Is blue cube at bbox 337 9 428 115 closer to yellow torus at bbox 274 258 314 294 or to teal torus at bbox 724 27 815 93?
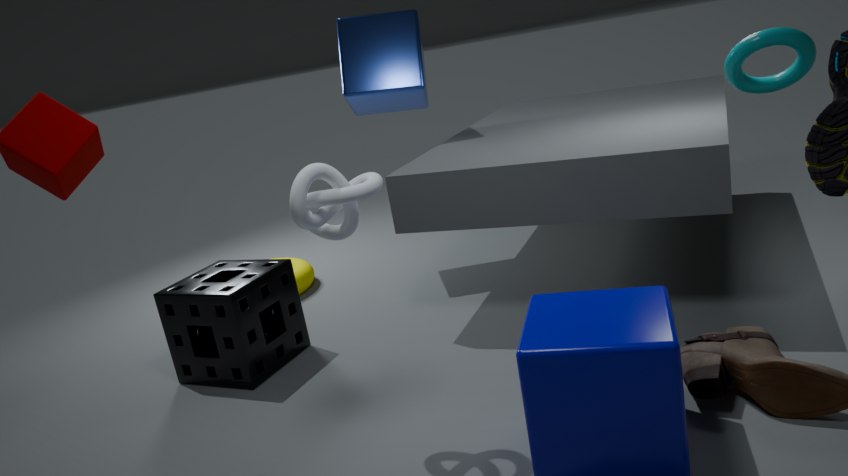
yellow torus at bbox 274 258 314 294
